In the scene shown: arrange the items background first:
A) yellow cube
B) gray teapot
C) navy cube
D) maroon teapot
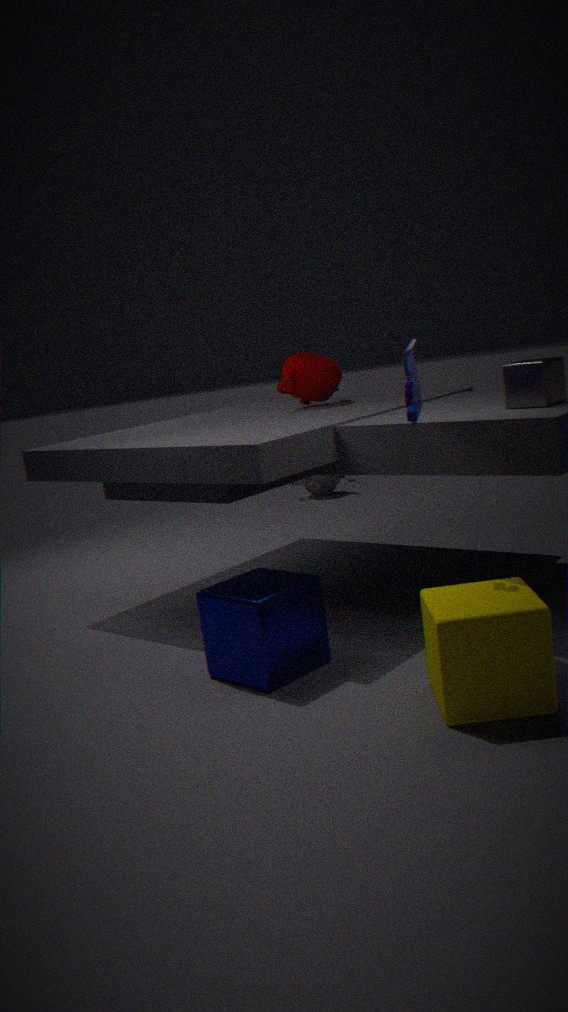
gray teapot < maroon teapot < navy cube < yellow cube
